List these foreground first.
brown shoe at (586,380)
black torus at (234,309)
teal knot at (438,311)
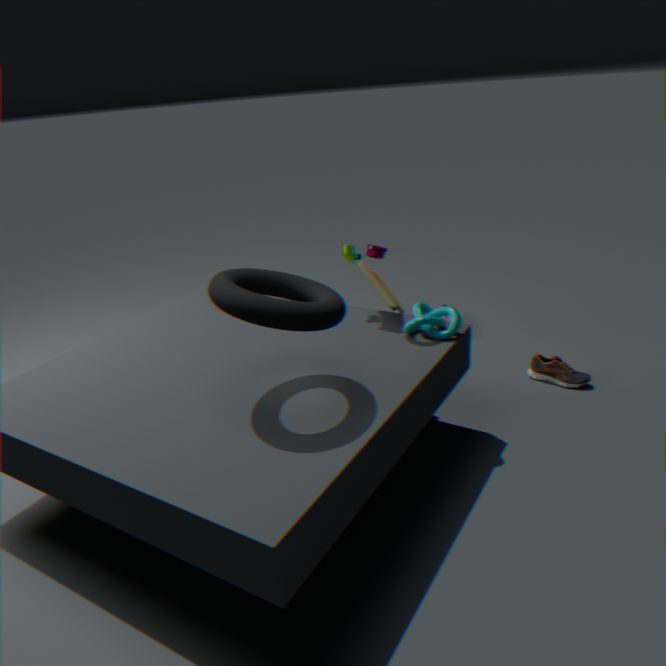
black torus at (234,309)
teal knot at (438,311)
brown shoe at (586,380)
